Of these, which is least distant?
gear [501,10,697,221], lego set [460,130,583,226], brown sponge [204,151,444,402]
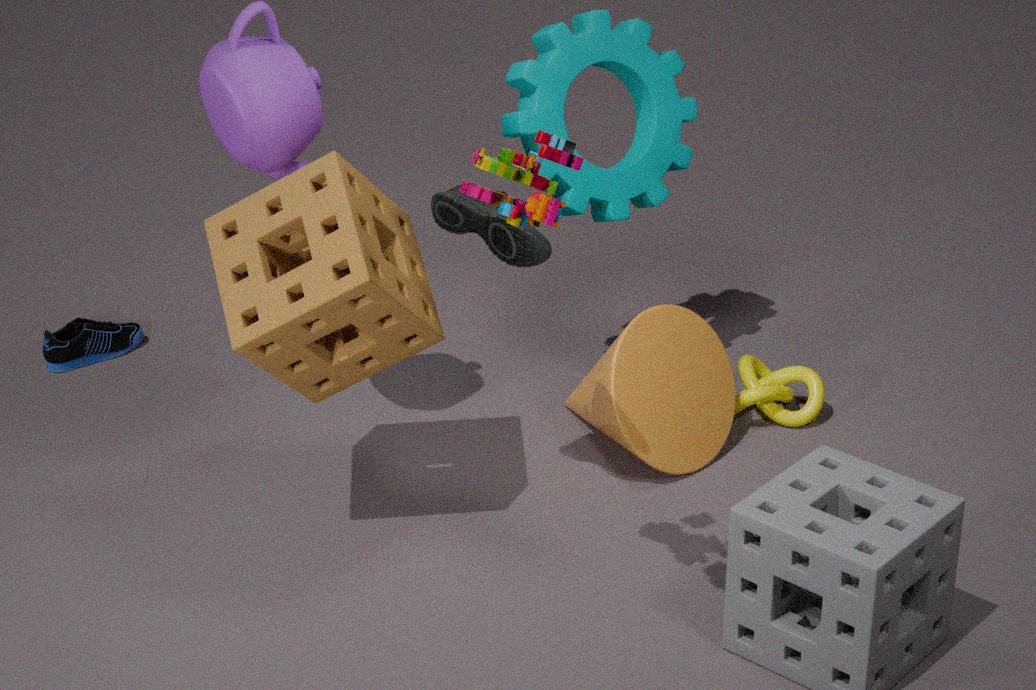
lego set [460,130,583,226]
